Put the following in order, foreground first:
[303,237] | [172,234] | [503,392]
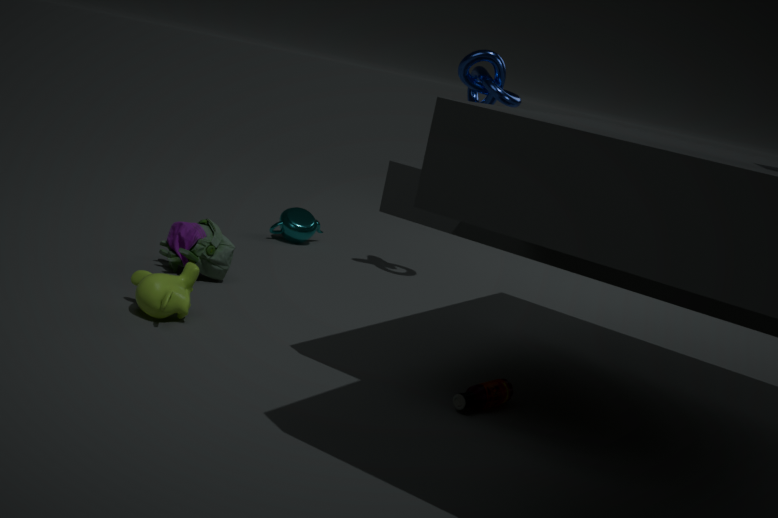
[503,392] < [172,234] < [303,237]
